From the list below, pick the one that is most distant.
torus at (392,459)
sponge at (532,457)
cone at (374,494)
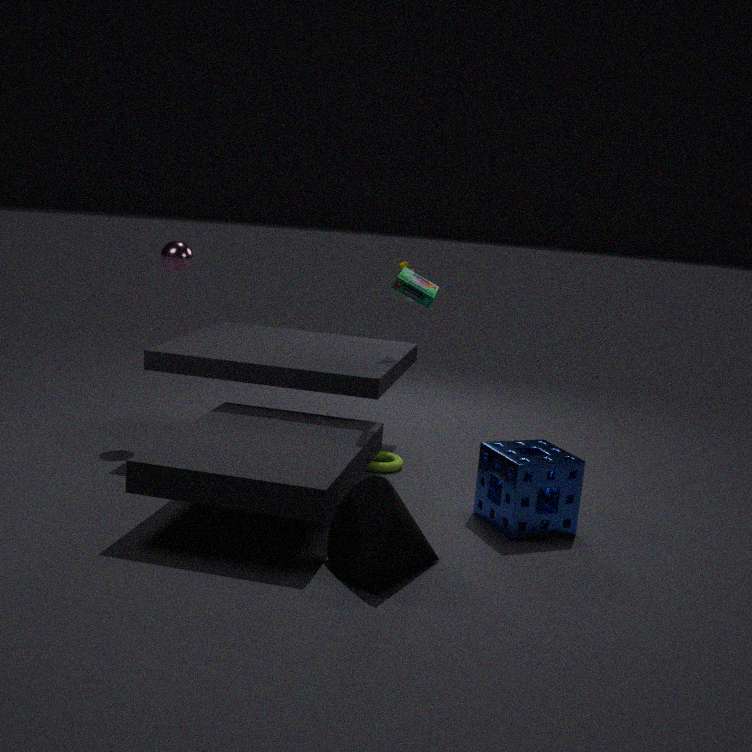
torus at (392,459)
